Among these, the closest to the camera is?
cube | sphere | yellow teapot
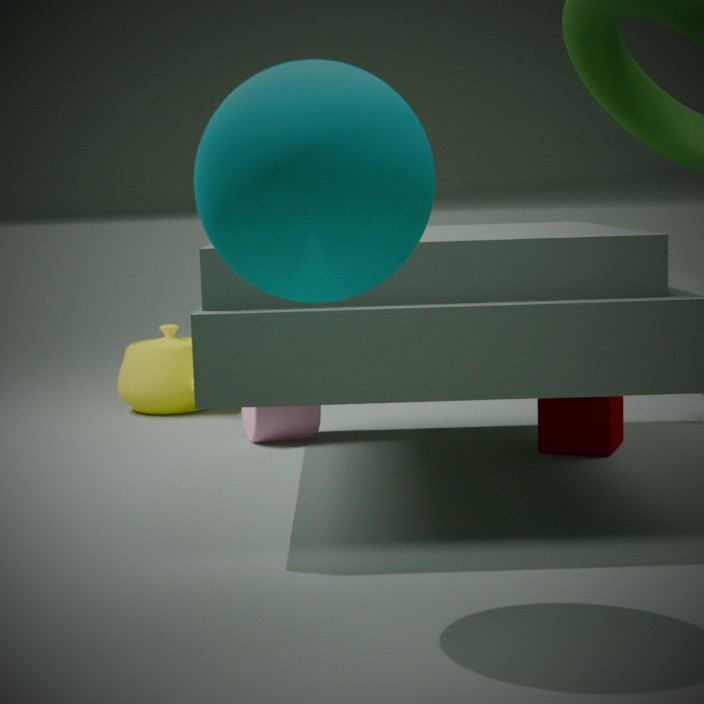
sphere
